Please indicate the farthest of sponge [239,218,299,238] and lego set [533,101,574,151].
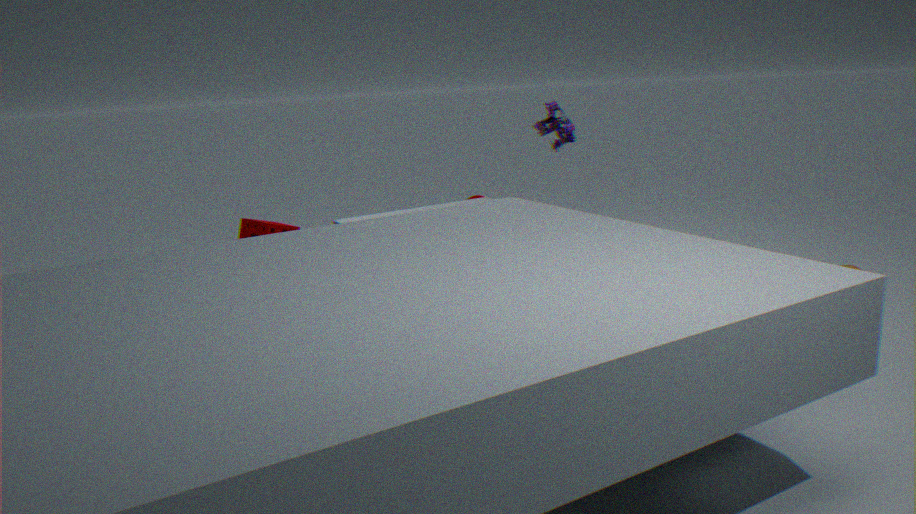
lego set [533,101,574,151]
